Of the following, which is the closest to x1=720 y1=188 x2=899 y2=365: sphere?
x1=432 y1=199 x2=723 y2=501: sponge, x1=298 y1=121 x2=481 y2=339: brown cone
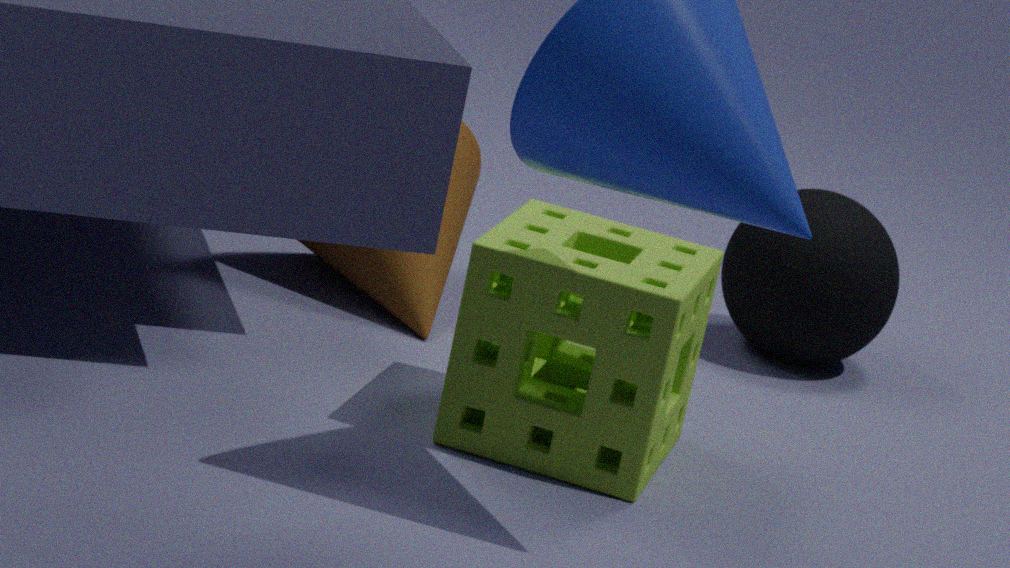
x1=432 y1=199 x2=723 y2=501: sponge
